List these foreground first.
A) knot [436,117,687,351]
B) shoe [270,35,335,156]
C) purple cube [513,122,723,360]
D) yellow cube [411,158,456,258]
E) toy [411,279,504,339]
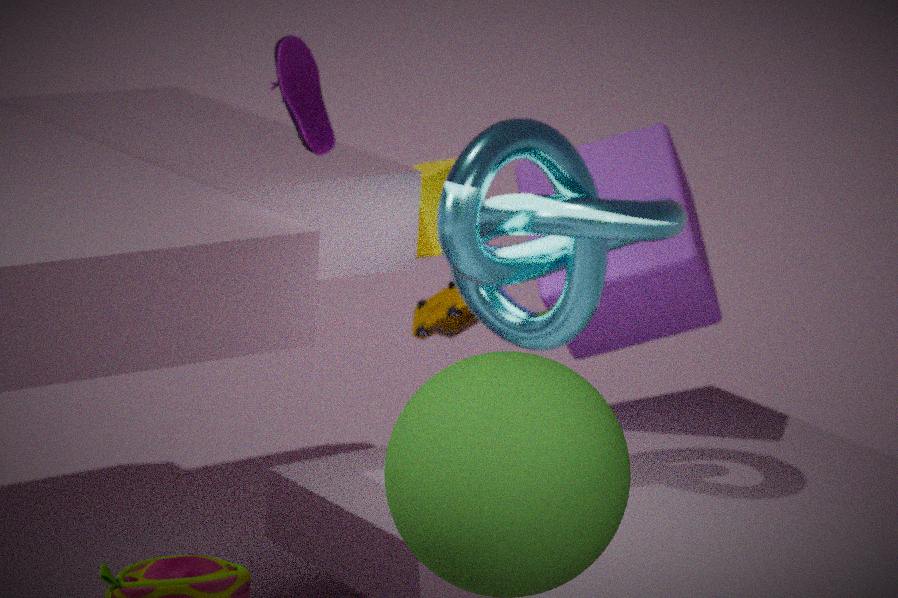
B. shoe [270,35,335,156], A. knot [436,117,687,351], C. purple cube [513,122,723,360], D. yellow cube [411,158,456,258], E. toy [411,279,504,339]
